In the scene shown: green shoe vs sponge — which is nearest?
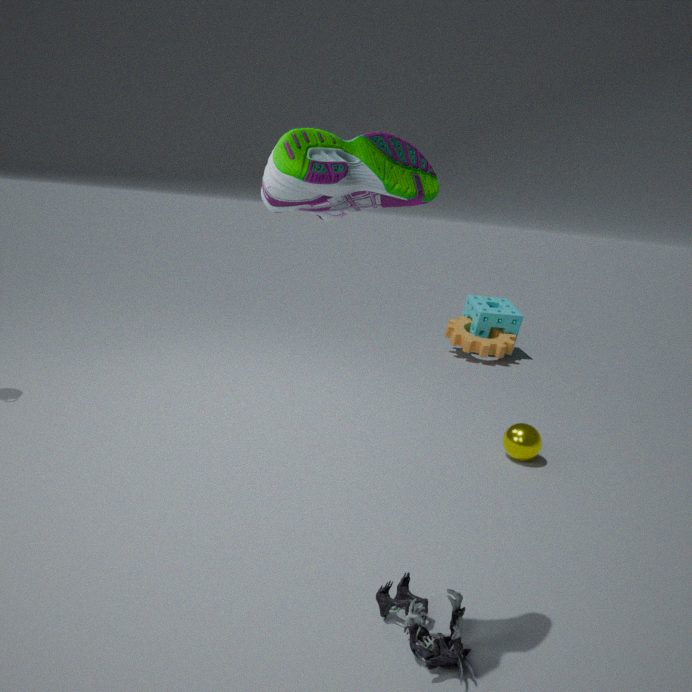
green shoe
